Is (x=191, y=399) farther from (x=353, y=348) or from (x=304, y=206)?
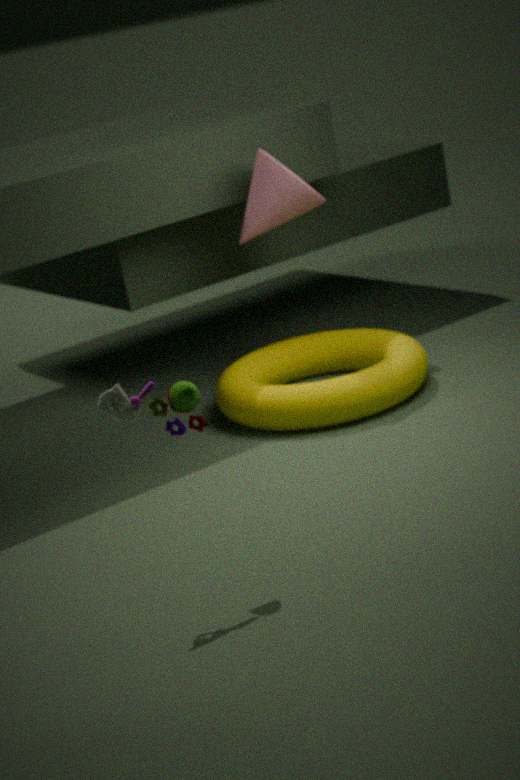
(x=304, y=206)
